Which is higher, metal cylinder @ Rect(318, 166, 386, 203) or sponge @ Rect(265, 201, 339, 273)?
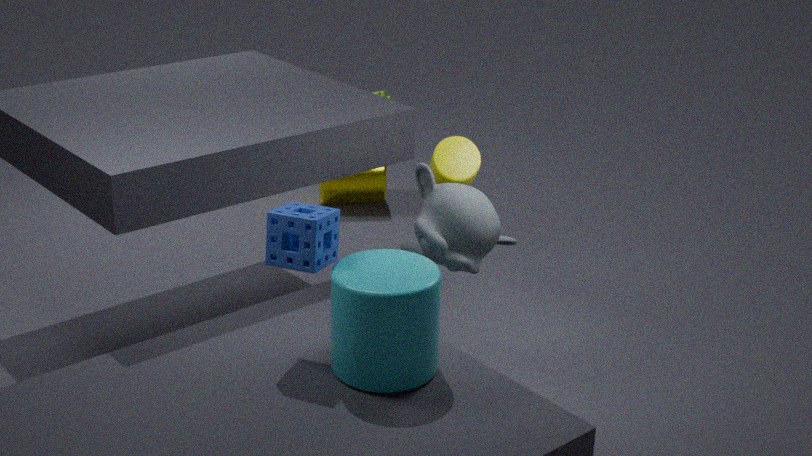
sponge @ Rect(265, 201, 339, 273)
